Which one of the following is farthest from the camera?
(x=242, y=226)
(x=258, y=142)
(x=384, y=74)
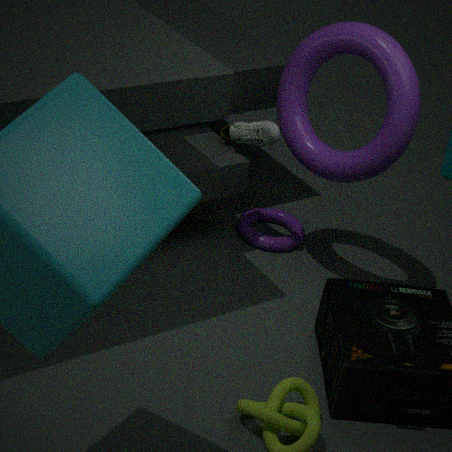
(x=242, y=226)
